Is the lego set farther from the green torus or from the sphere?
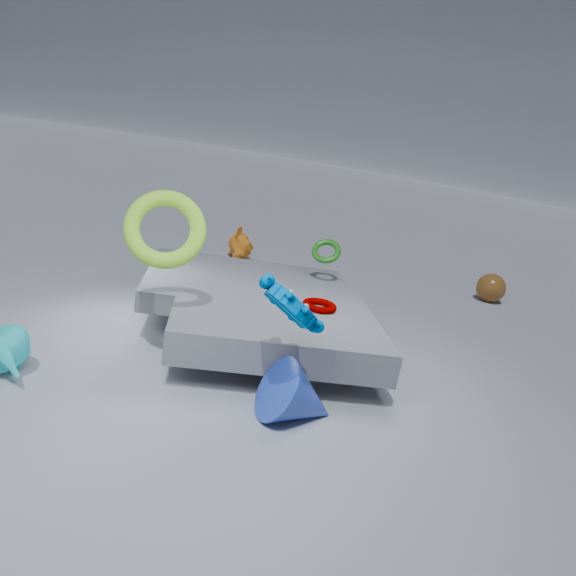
the sphere
